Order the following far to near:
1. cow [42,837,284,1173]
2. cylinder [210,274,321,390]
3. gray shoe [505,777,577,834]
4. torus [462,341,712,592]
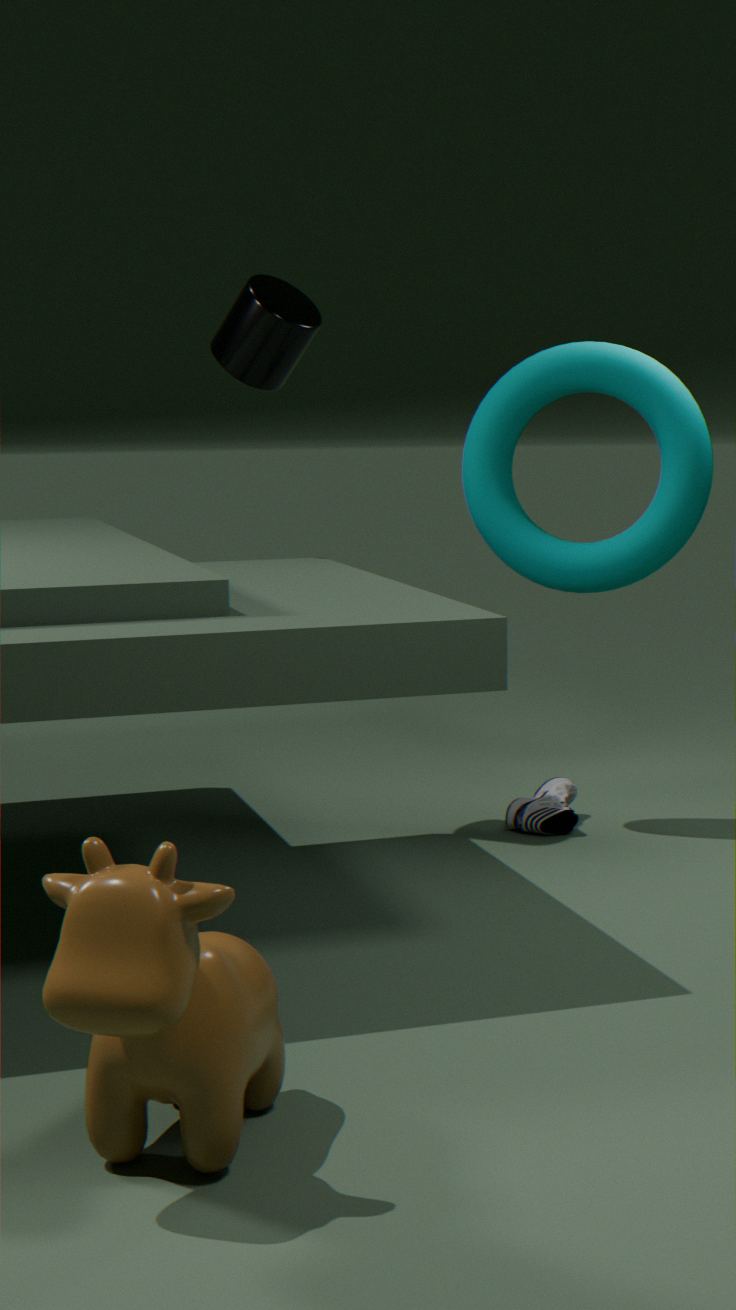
gray shoe [505,777,577,834], torus [462,341,712,592], cylinder [210,274,321,390], cow [42,837,284,1173]
